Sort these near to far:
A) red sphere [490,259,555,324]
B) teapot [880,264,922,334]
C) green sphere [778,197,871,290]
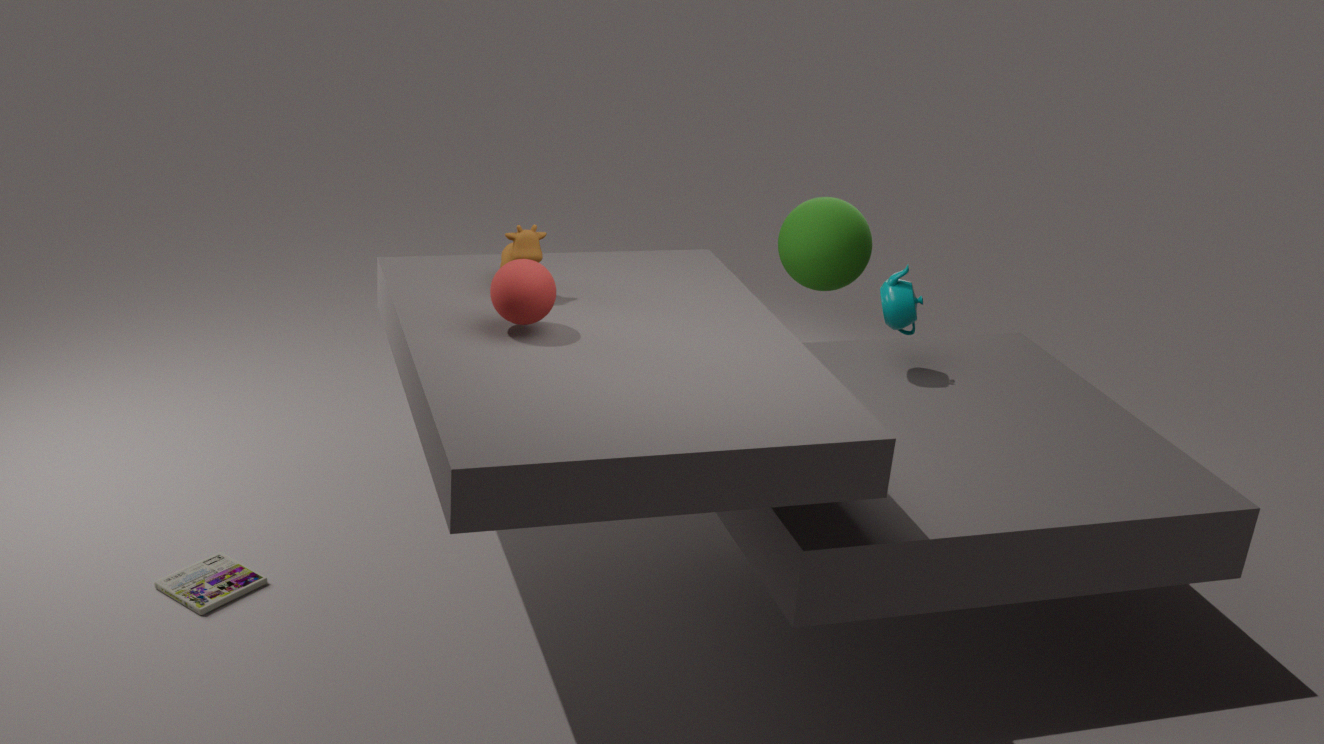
red sphere [490,259,555,324] → teapot [880,264,922,334] → green sphere [778,197,871,290]
